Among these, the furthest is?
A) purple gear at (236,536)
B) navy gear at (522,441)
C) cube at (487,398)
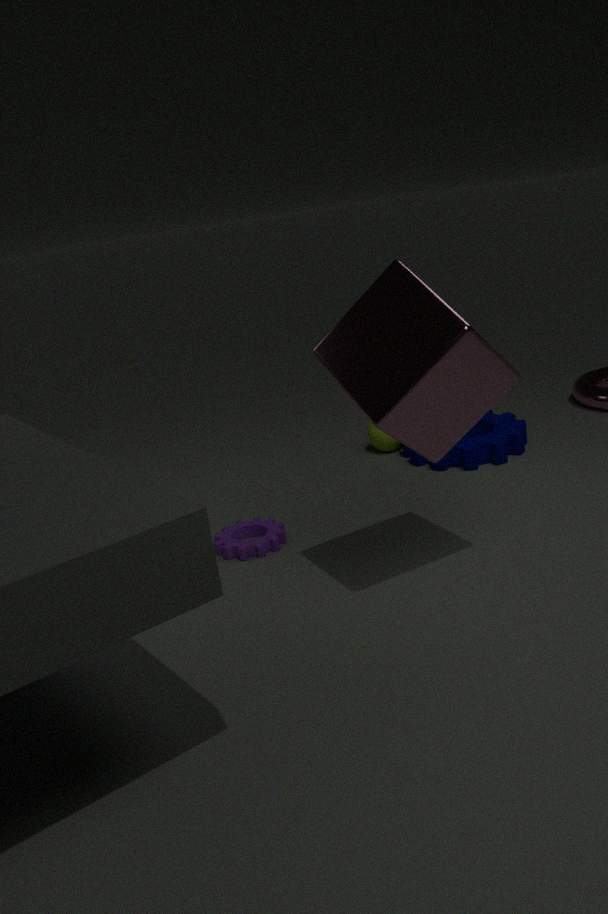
navy gear at (522,441)
